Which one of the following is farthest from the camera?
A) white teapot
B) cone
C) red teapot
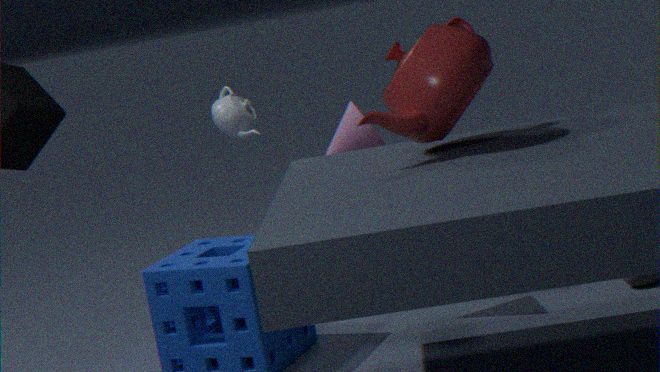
A. white teapot
